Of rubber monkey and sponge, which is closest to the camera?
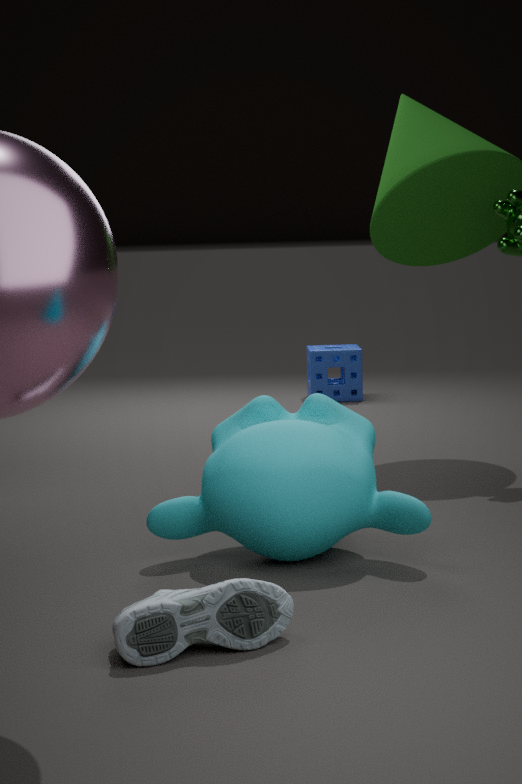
rubber monkey
